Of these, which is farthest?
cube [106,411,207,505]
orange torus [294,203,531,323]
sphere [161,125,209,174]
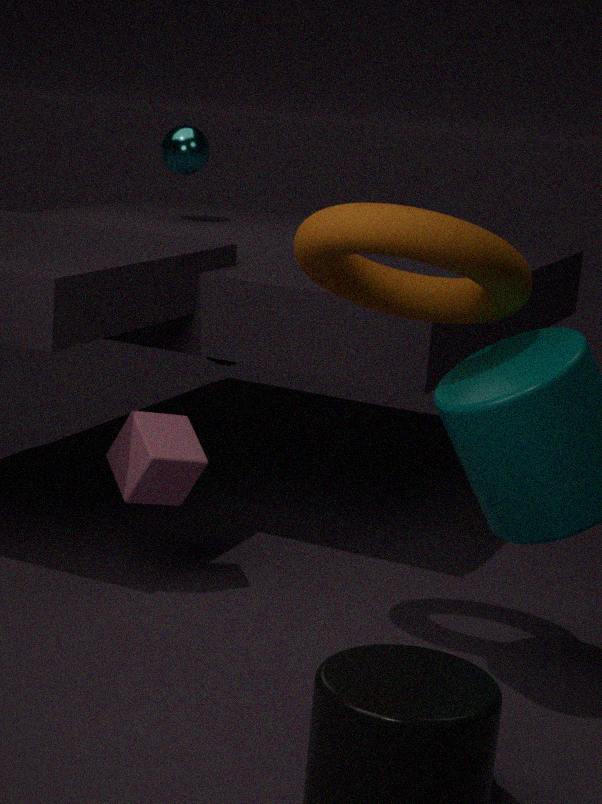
sphere [161,125,209,174]
